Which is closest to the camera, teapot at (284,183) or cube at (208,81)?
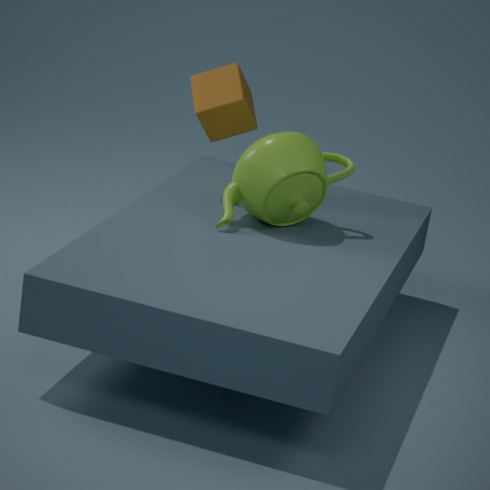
teapot at (284,183)
